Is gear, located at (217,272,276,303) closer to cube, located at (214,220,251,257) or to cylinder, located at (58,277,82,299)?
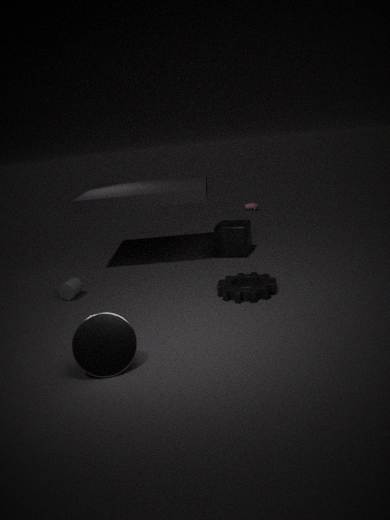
cube, located at (214,220,251,257)
